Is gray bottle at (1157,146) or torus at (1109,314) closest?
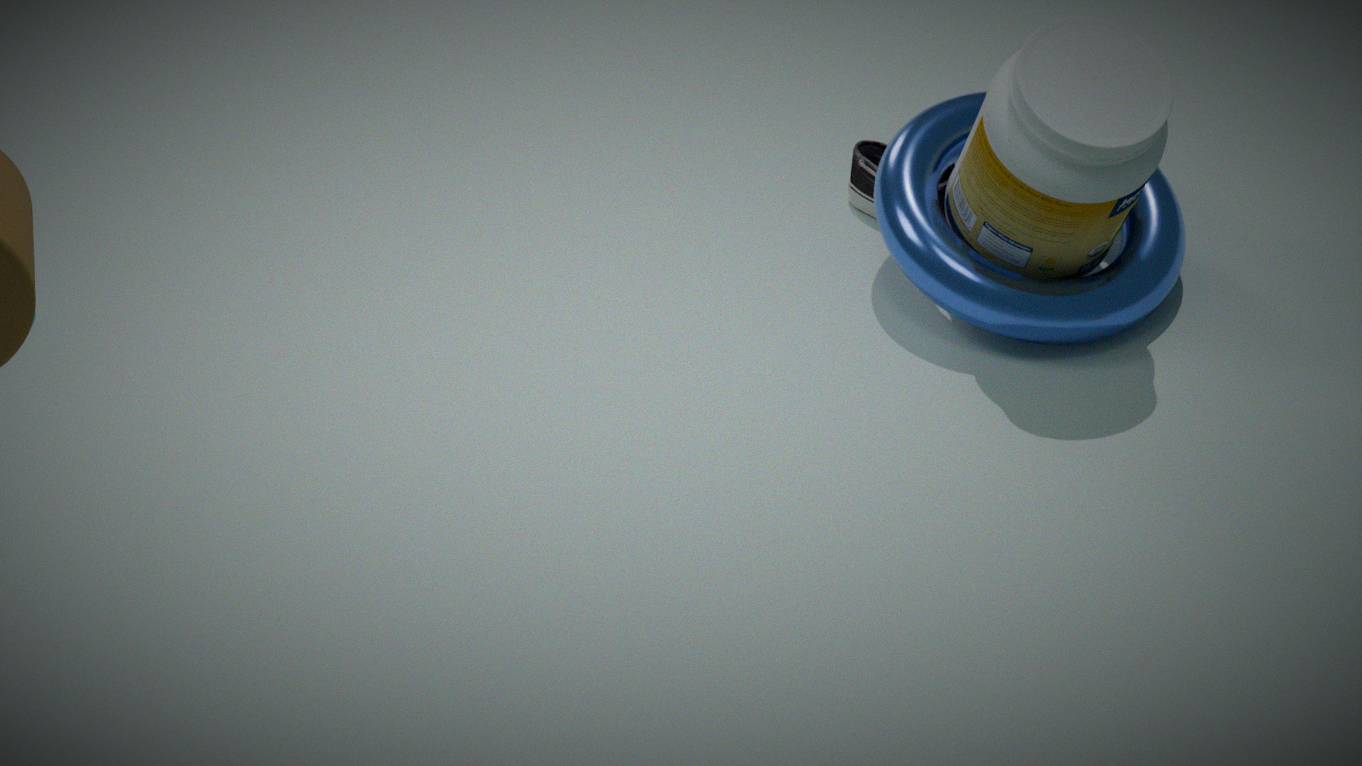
gray bottle at (1157,146)
